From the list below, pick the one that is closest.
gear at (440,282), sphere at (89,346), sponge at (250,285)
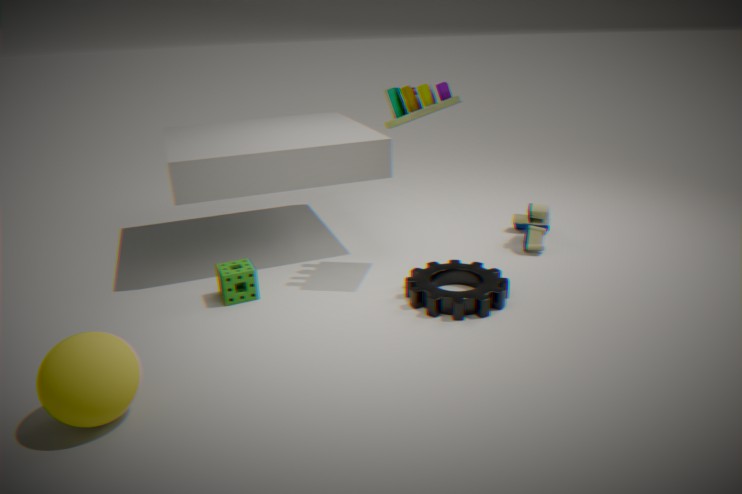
sphere at (89,346)
